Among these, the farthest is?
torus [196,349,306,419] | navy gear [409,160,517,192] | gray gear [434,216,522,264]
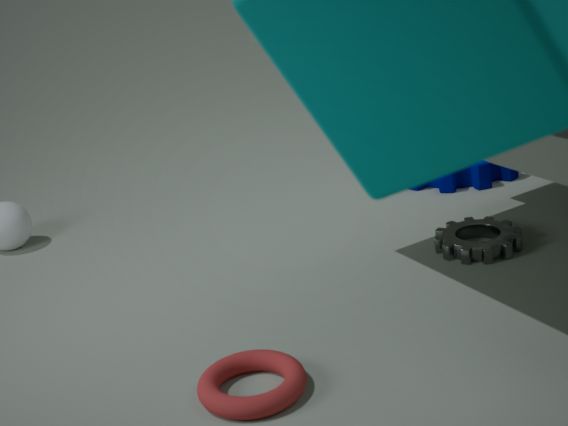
navy gear [409,160,517,192]
